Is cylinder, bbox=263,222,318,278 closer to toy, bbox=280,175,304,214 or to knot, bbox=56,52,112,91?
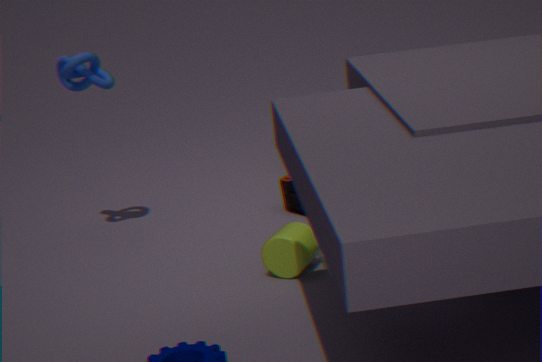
toy, bbox=280,175,304,214
